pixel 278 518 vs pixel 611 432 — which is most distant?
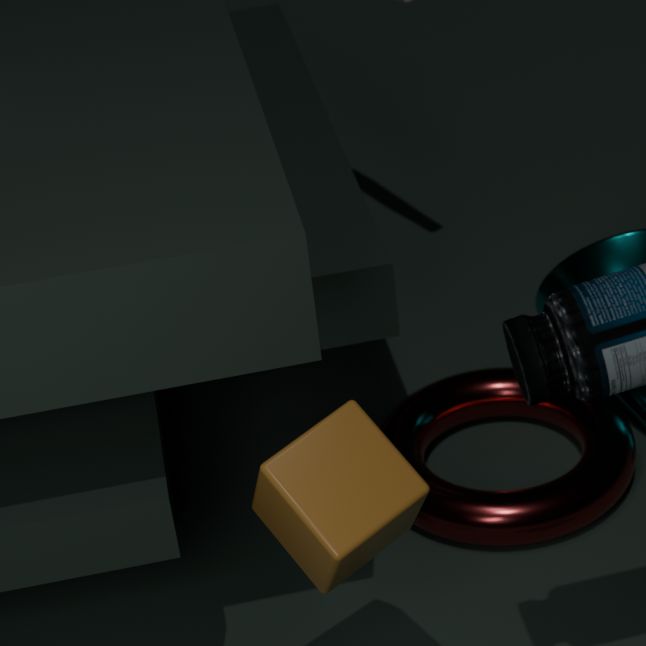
pixel 611 432
